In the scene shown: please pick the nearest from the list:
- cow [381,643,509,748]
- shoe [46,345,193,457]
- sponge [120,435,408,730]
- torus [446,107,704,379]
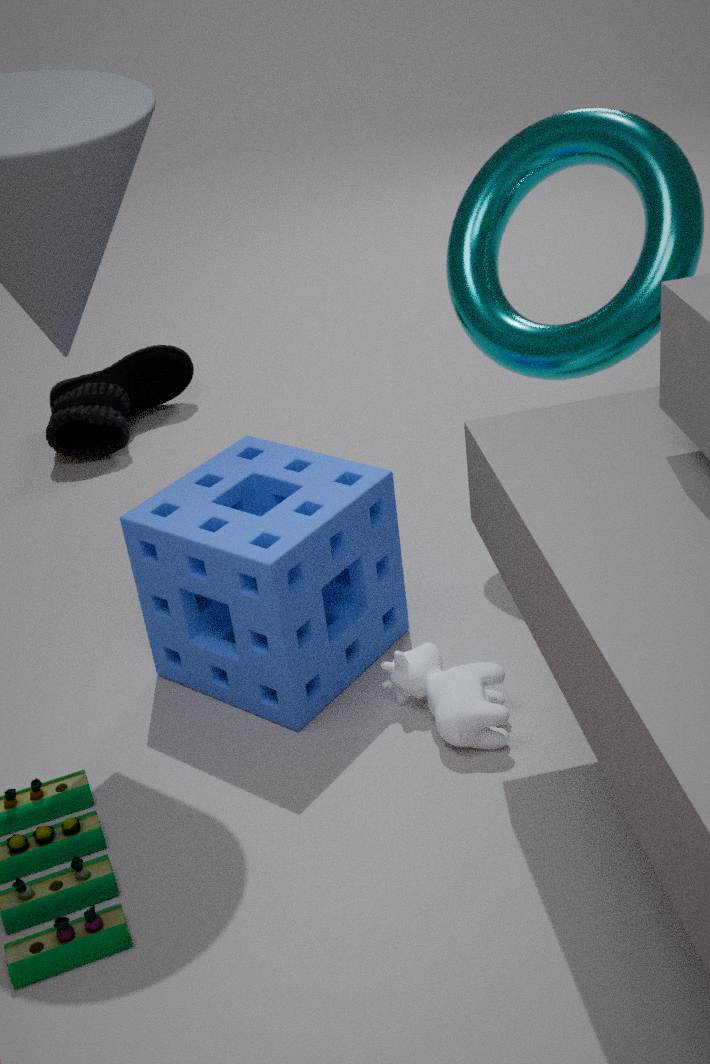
cow [381,643,509,748]
